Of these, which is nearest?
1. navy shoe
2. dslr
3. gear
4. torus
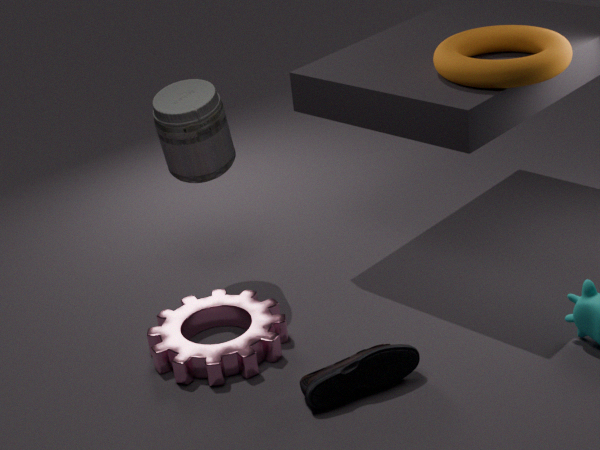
navy shoe
